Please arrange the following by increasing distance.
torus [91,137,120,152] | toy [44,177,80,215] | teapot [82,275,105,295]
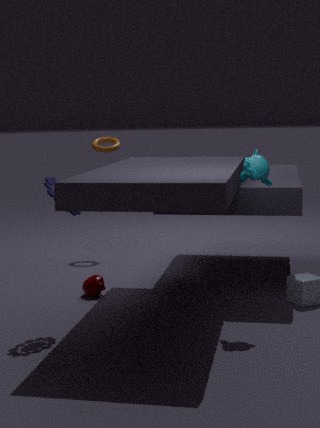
1. toy [44,177,80,215]
2. teapot [82,275,105,295]
3. torus [91,137,120,152]
